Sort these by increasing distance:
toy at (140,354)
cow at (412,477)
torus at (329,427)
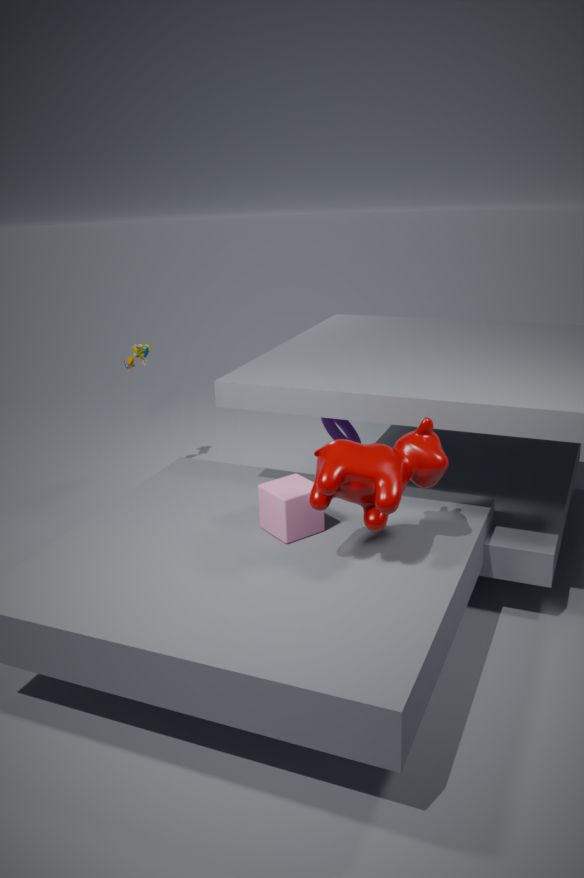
cow at (412,477), torus at (329,427), toy at (140,354)
